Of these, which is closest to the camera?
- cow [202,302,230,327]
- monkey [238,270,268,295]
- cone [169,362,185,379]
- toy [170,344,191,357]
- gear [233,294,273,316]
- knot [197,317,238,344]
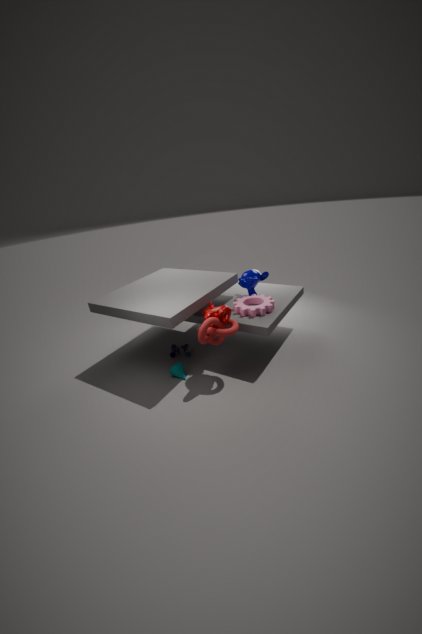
knot [197,317,238,344]
